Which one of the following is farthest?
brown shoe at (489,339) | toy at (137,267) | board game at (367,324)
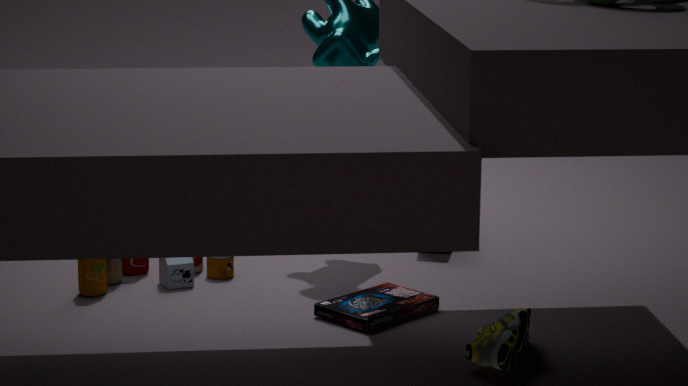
toy at (137,267)
